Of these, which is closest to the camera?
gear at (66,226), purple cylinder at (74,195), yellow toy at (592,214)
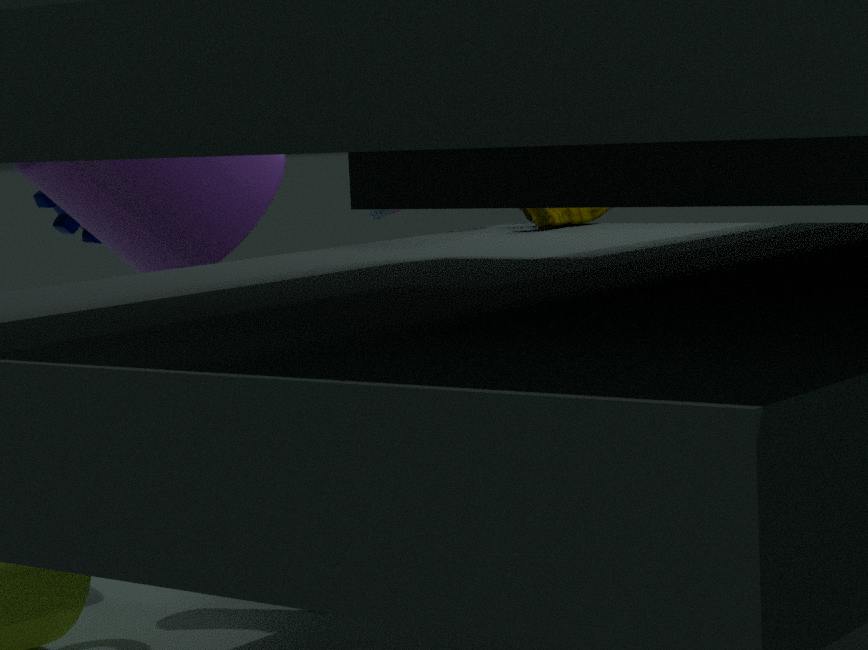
yellow toy at (592,214)
